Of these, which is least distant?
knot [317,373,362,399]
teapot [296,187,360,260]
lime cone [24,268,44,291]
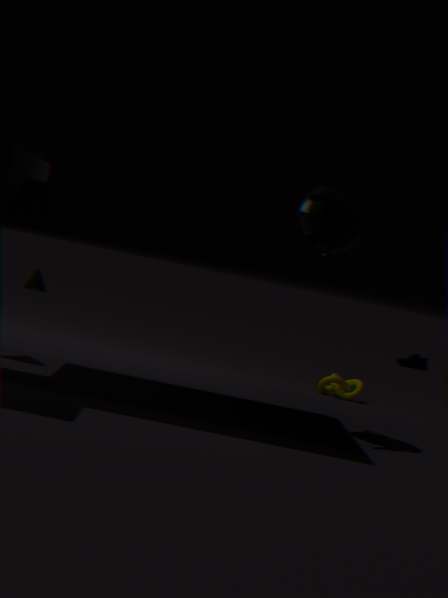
teapot [296,187,360,260]
